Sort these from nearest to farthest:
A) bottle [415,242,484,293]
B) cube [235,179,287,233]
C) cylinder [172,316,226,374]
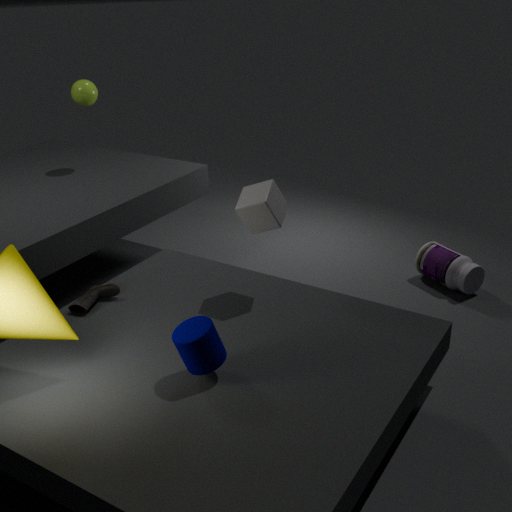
cylinder [172,316,226,374] → cube [235,179,287,233] → bottle [415,242,484,293]
